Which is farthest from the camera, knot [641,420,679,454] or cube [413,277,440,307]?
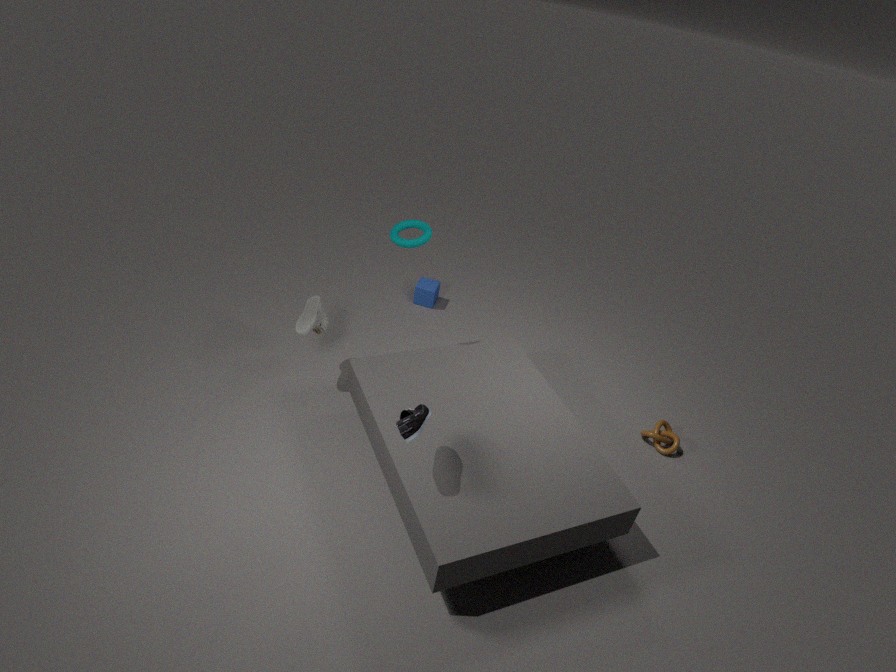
cube [413,277,440,307]
